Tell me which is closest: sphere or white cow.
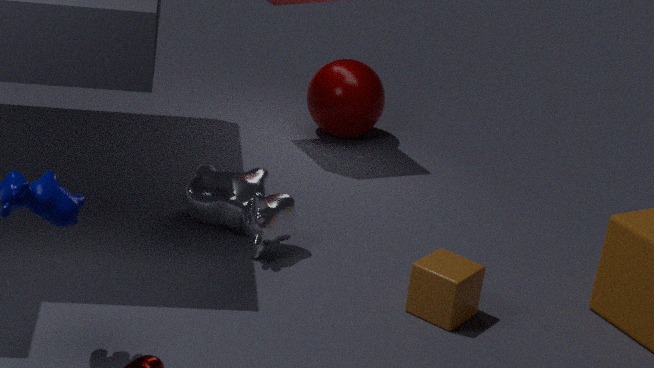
white cow
